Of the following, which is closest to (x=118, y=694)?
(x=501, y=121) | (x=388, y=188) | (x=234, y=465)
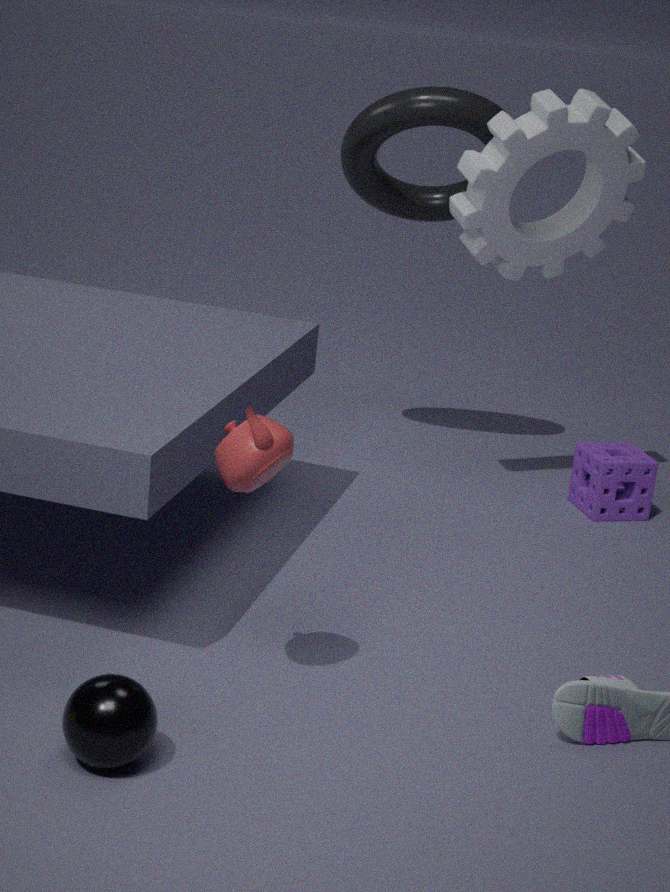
(x=234, y=465)
